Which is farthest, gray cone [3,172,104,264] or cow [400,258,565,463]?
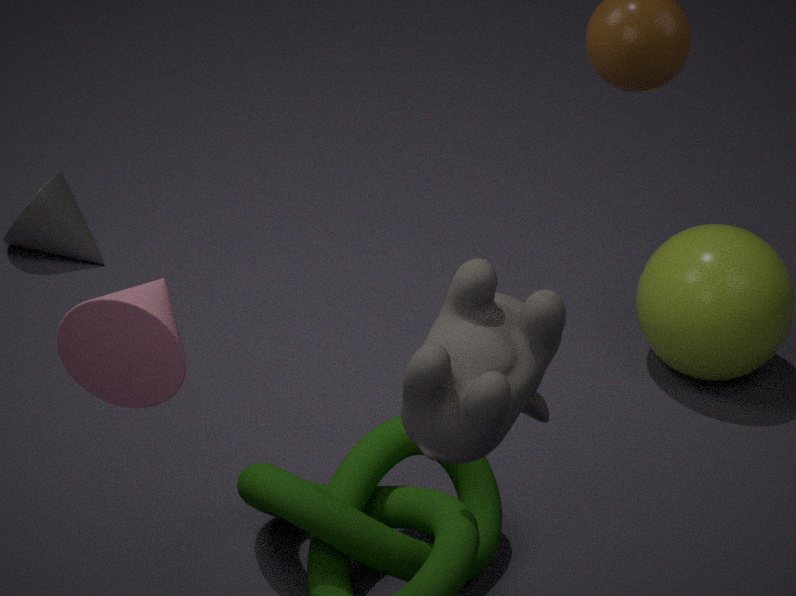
gray cone [3,172,104,264]
